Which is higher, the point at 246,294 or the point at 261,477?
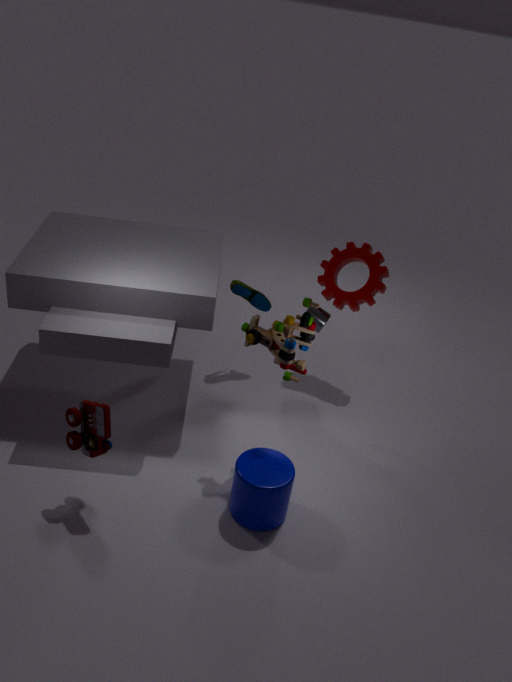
the point at 246,294
